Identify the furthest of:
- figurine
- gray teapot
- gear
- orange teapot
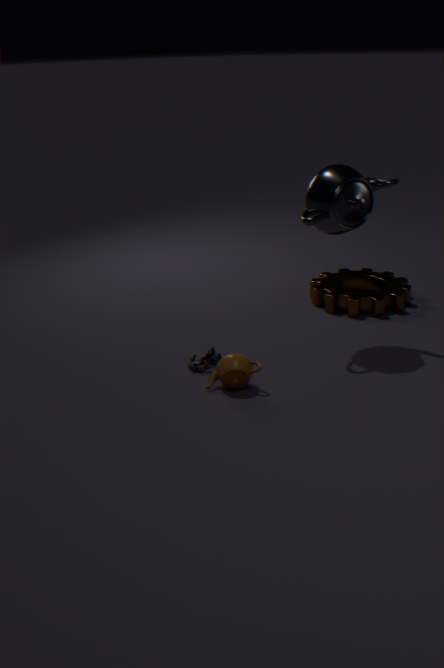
gear
